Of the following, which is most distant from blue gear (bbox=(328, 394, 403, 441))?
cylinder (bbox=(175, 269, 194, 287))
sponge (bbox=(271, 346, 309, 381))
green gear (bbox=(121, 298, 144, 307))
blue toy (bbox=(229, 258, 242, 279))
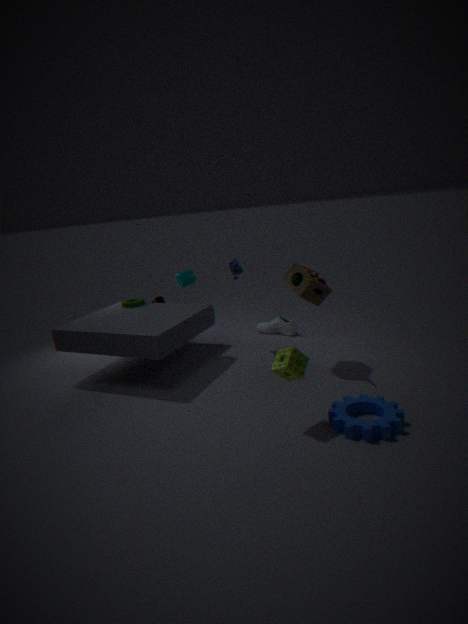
green gear (bbox=(121, 298, 144, 307))
